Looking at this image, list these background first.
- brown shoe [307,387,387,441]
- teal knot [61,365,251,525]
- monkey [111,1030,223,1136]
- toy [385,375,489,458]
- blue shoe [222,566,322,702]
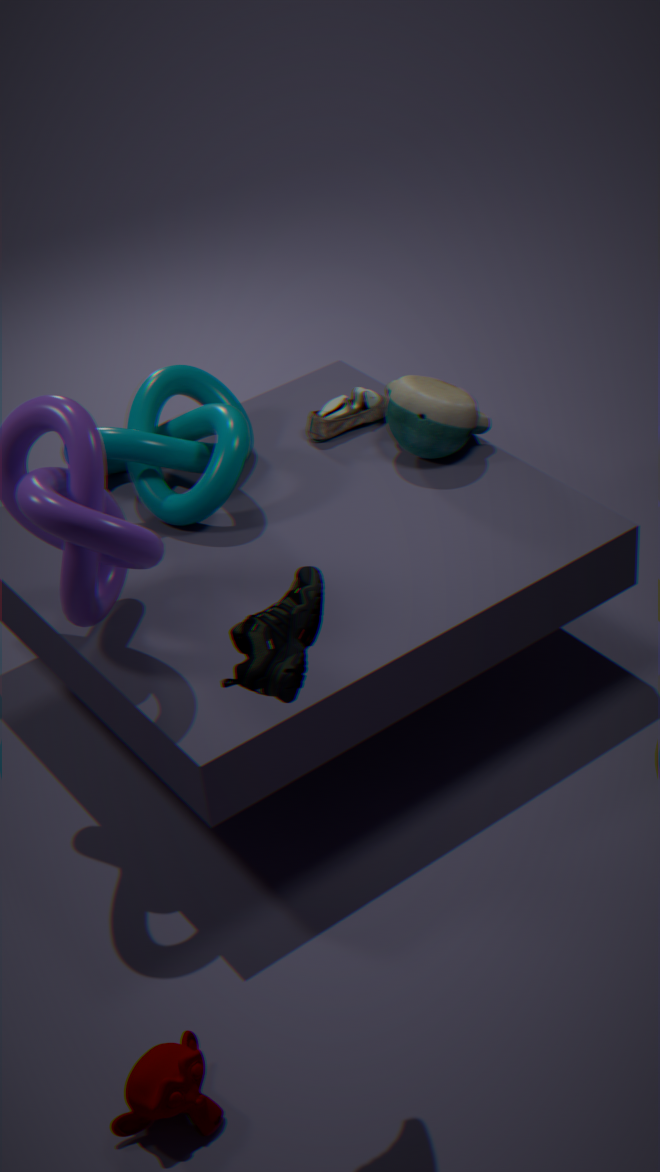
brown shoe [307,387,387,441] < toy [385,375,489,458] < teal knot [61,365,251,525] < monkey [111,1030,223,1136] < blue shoe [222,566,322,702]
